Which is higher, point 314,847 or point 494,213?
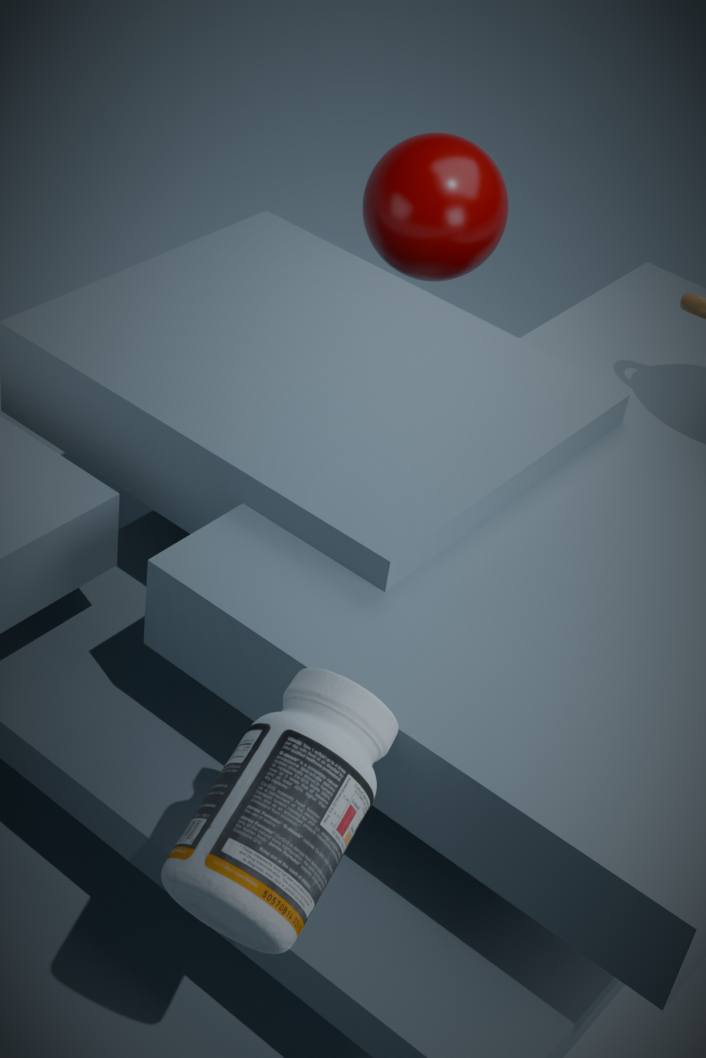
point 494,213
